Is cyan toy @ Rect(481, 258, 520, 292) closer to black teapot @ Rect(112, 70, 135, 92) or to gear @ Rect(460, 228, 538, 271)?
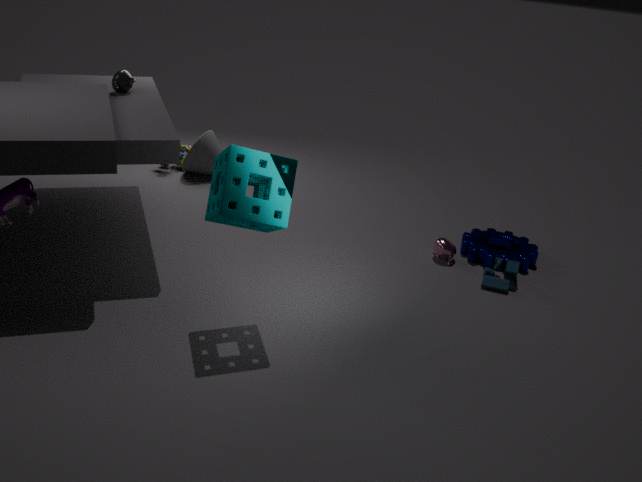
gear @ Rect(460, 228, 538, 271)
